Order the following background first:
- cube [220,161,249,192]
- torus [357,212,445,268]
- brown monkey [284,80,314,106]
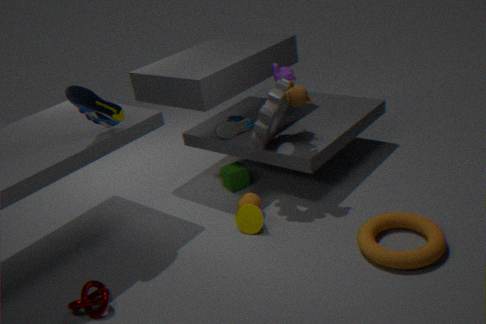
1. cube [220,161,249,192]
2. brown monkey [284,80,314,106]
3. torus [357,212,445,268]
